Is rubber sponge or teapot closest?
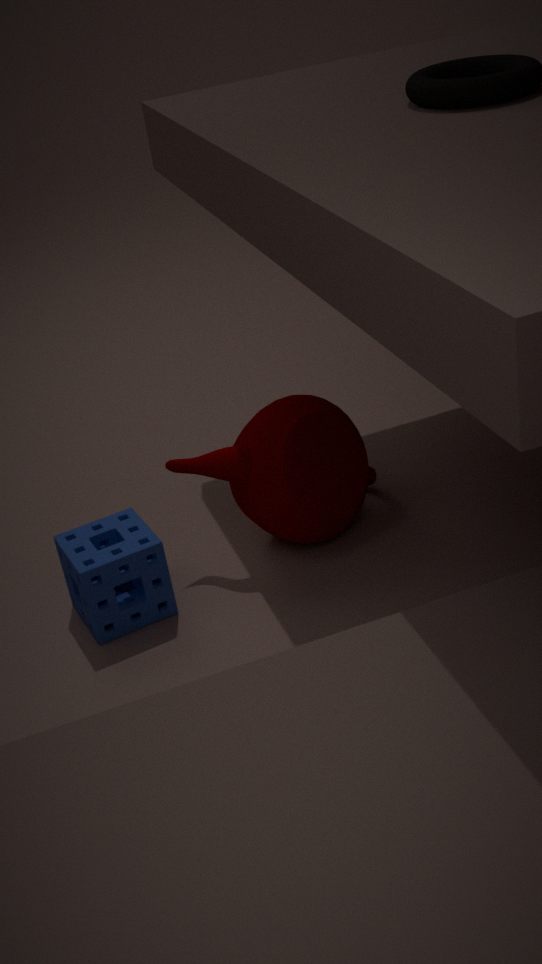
rubber sponge
